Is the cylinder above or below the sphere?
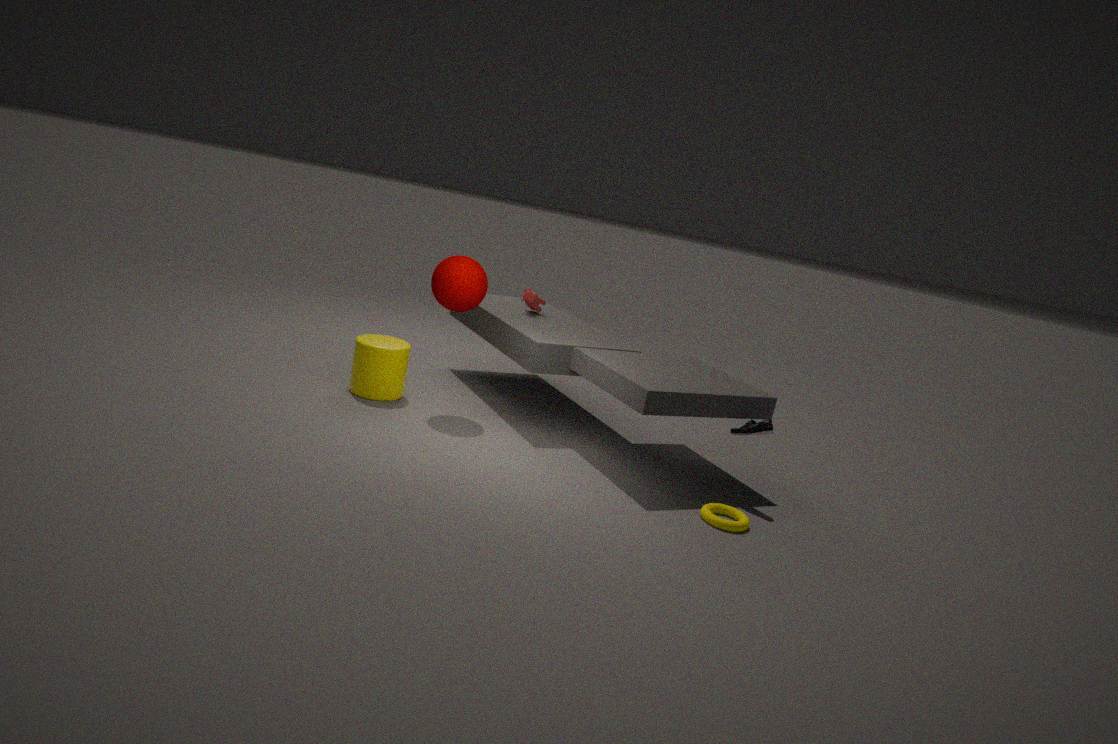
below
